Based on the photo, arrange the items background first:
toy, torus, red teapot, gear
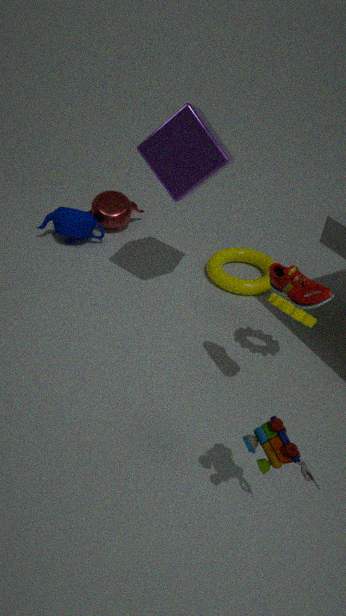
1. red teapot
2. torus
3. gear
4. toy
